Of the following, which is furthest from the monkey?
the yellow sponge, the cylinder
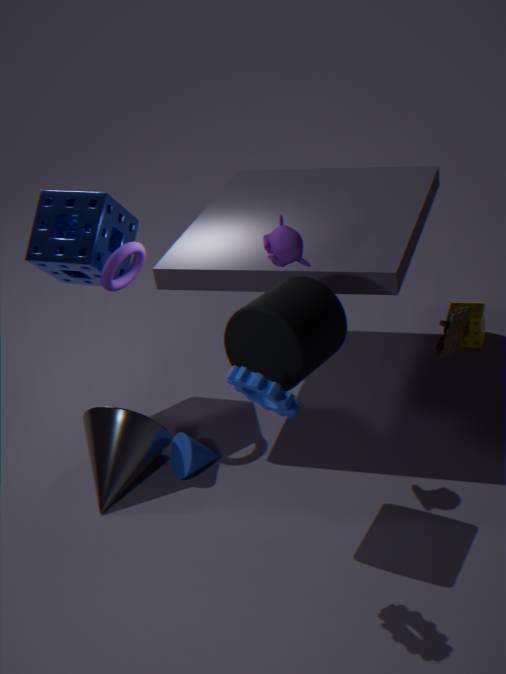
the yellow sponge
